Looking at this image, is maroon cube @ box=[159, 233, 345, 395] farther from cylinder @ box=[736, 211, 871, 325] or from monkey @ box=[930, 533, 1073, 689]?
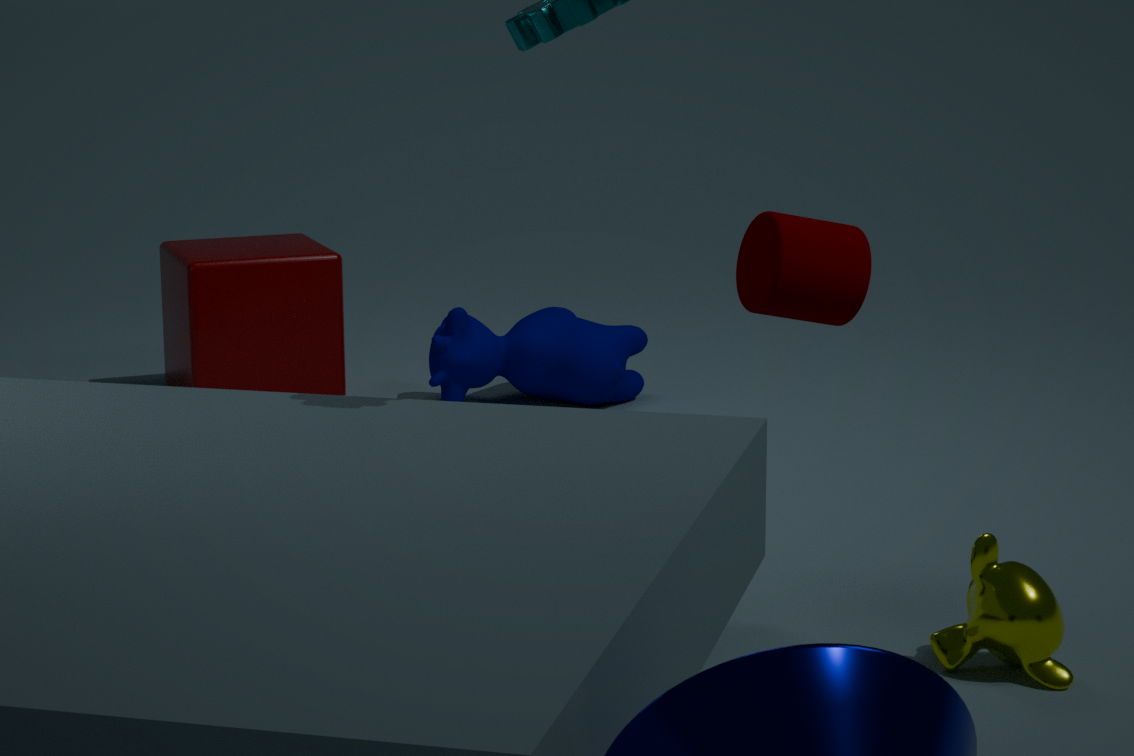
monkey @ box=[930, 533, 1073, 689]
